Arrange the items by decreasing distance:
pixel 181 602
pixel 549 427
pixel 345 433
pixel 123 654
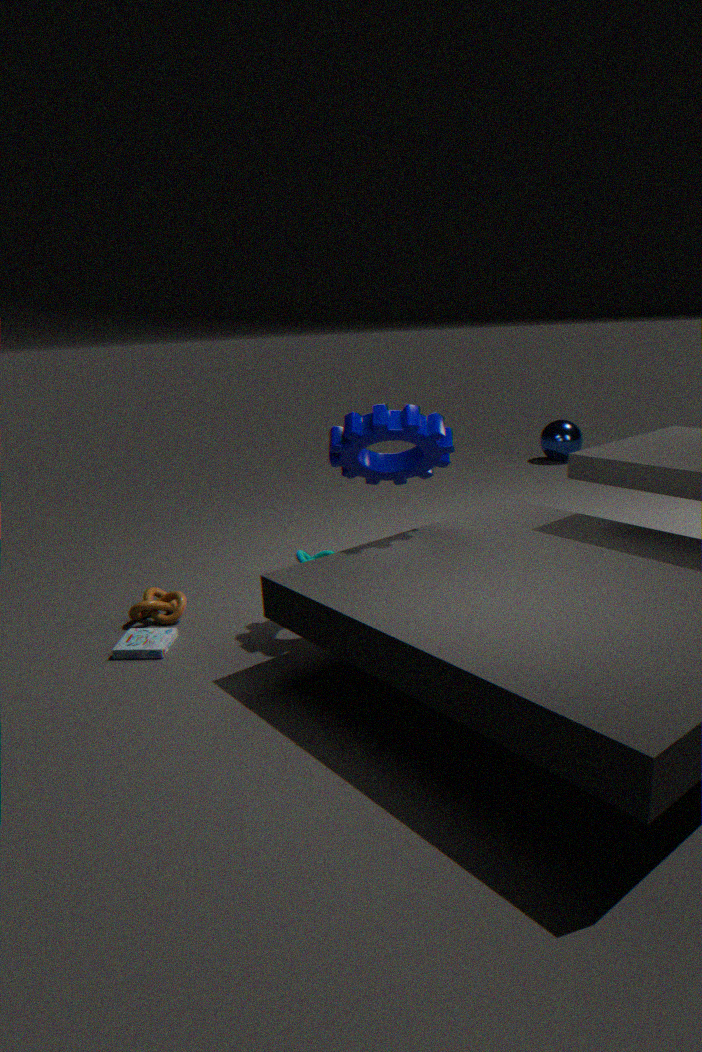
pixel 549 427
pixel 181 602
pixel 123 654
pixel 345 433
